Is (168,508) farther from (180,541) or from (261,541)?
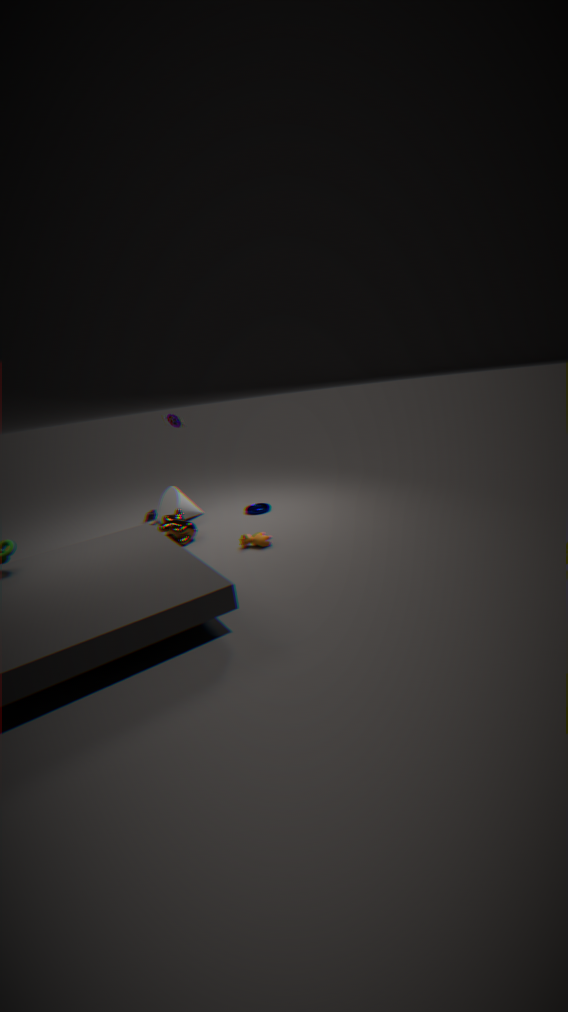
(261,541)
